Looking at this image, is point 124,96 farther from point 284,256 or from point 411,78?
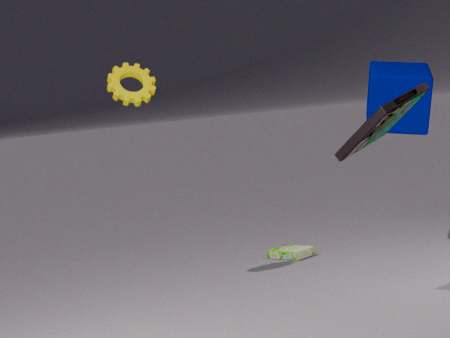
point 411,78
